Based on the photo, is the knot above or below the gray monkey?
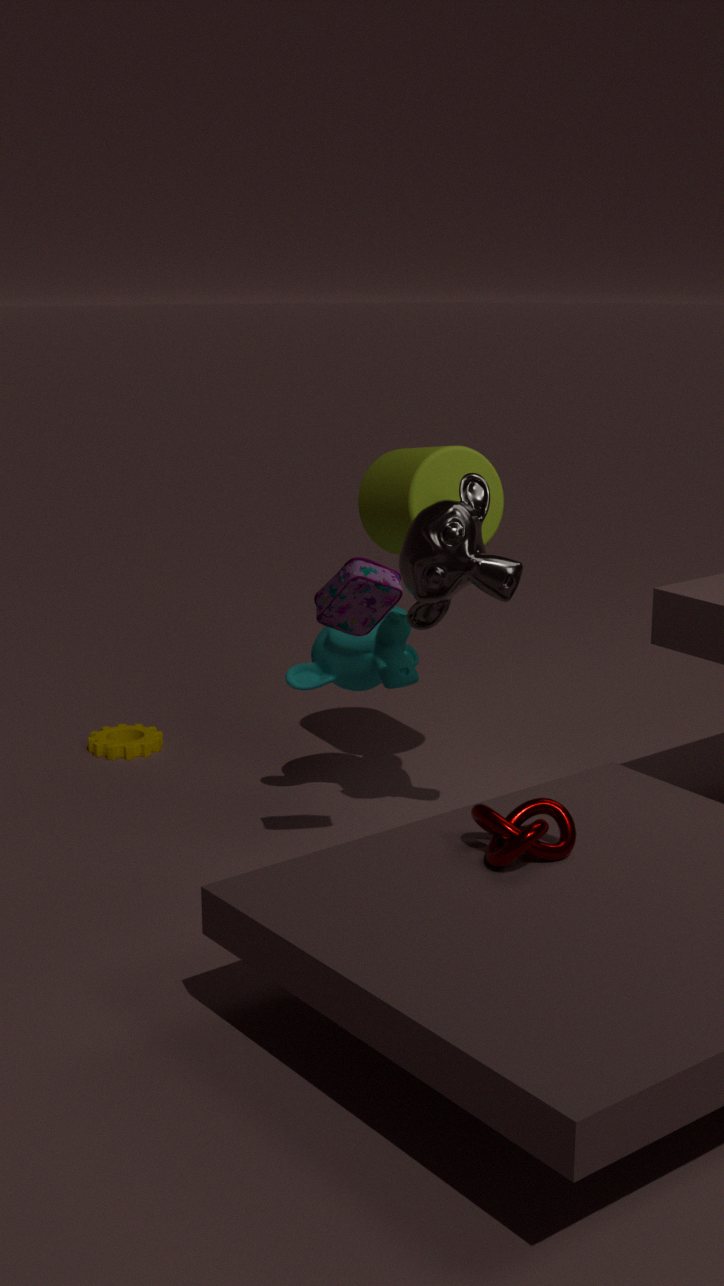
below
